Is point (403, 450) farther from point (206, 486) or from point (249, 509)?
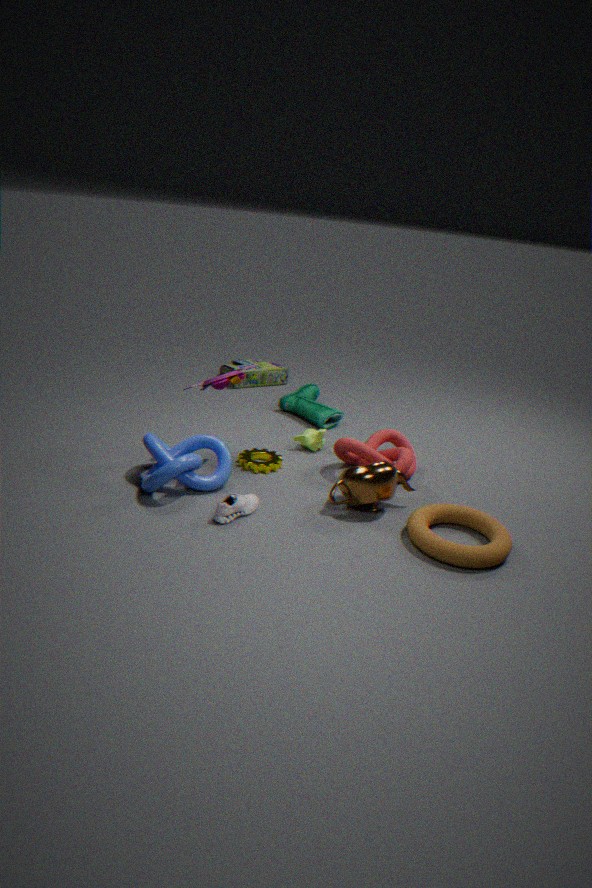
point (206, 486)
